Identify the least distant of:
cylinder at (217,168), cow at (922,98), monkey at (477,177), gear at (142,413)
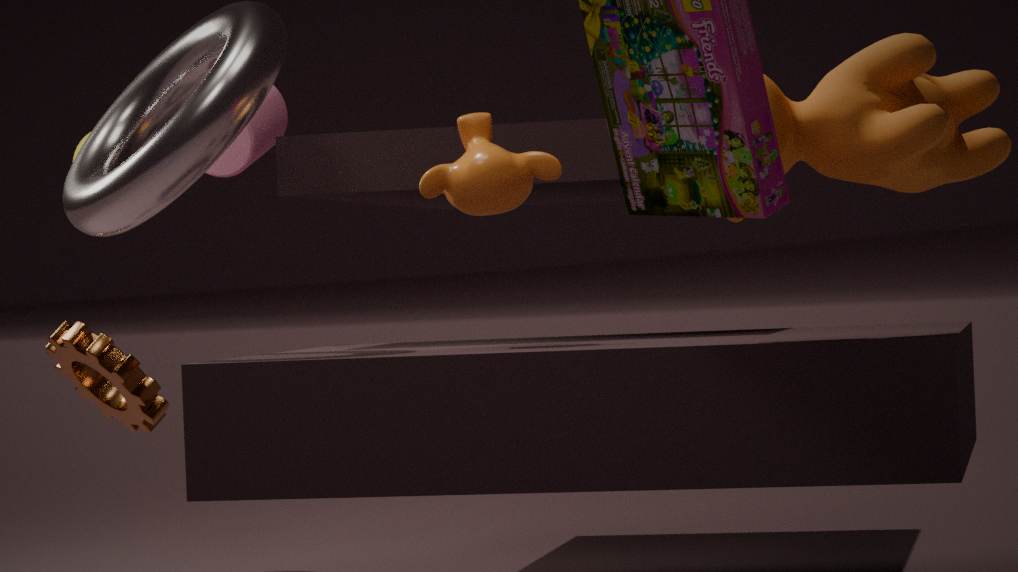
cow at (922,98)
